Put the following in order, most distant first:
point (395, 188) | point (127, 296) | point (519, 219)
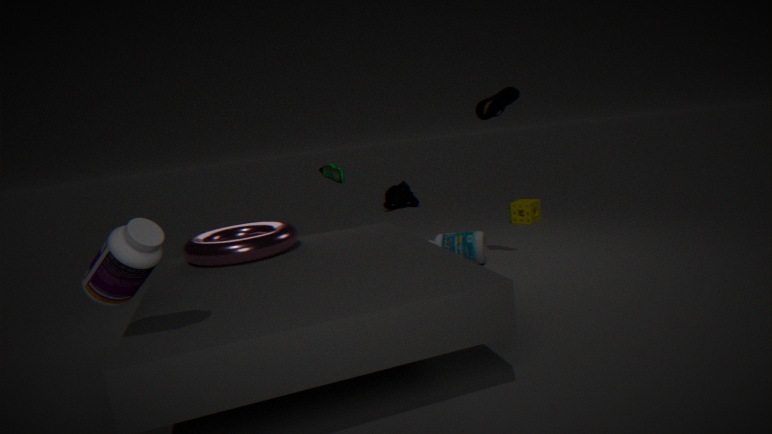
point (395, 188) < point (519, 219) < point (127, 296)
